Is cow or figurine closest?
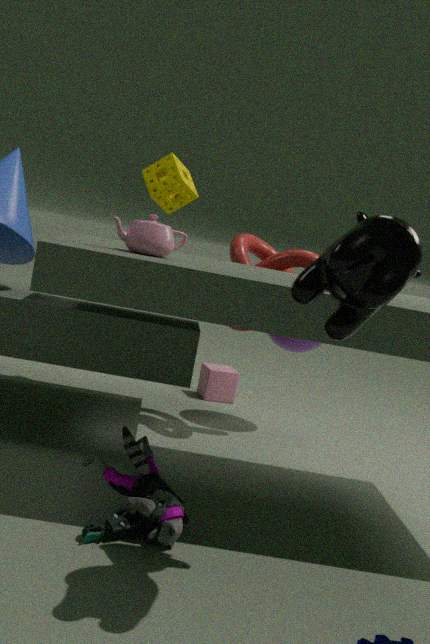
cow
